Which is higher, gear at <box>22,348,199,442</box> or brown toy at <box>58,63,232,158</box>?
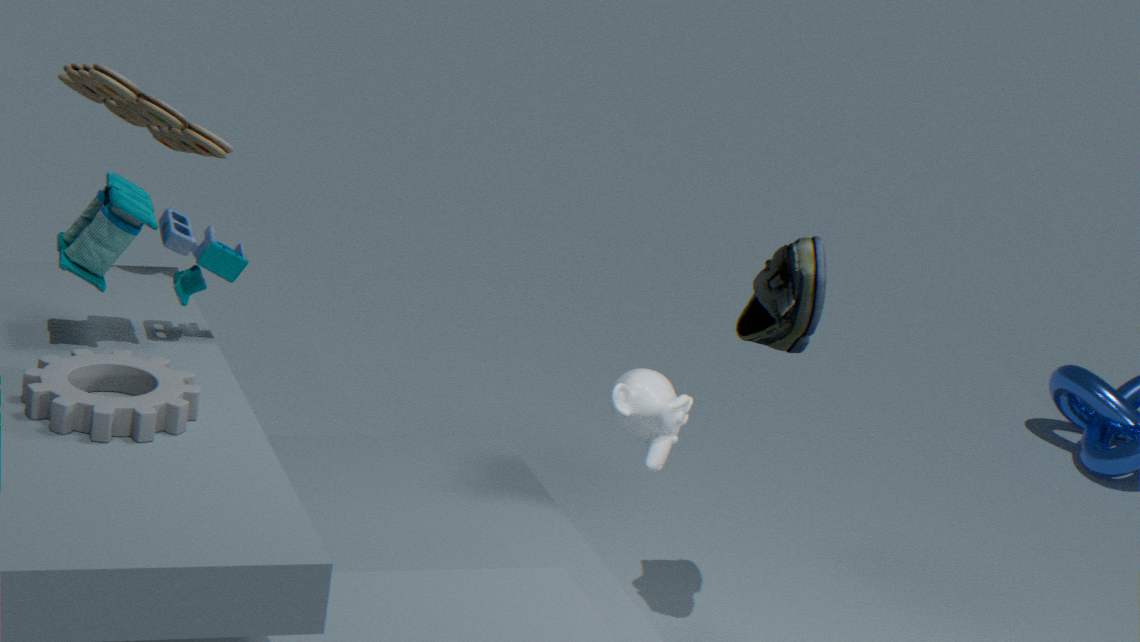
brown toy at <box>58,63,232,158</box>
